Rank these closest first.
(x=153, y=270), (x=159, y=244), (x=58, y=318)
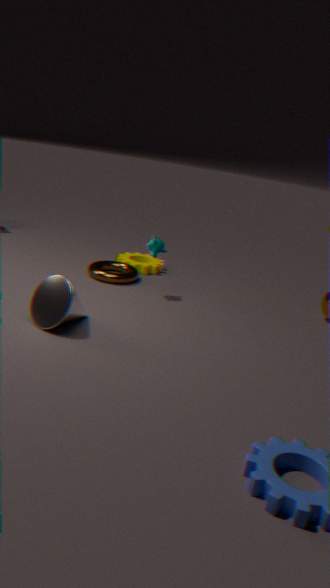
(x=58, y=318) < (x=159, y=244) < (x=153, y=270)
